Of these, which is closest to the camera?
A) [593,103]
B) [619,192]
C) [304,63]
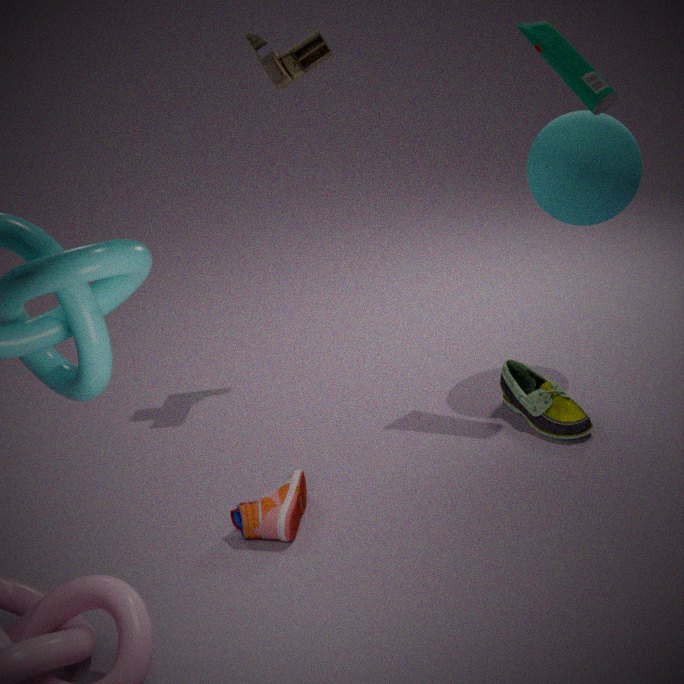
A. [593,103]
